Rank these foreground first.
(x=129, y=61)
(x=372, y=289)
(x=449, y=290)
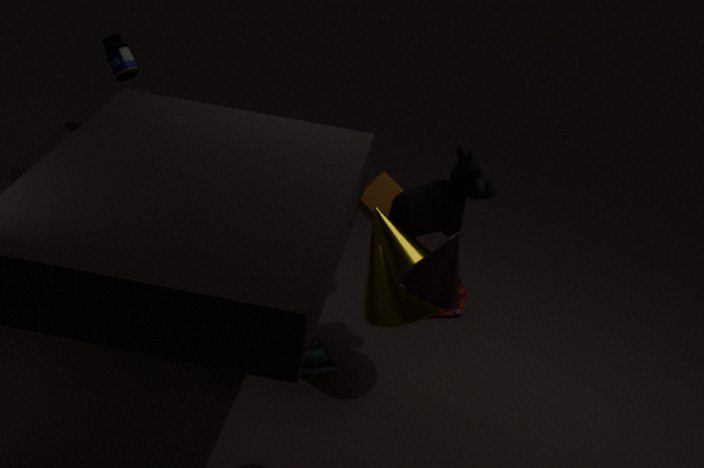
(x=449, y=290), (x=372, y=289), (x=129, y=61)
